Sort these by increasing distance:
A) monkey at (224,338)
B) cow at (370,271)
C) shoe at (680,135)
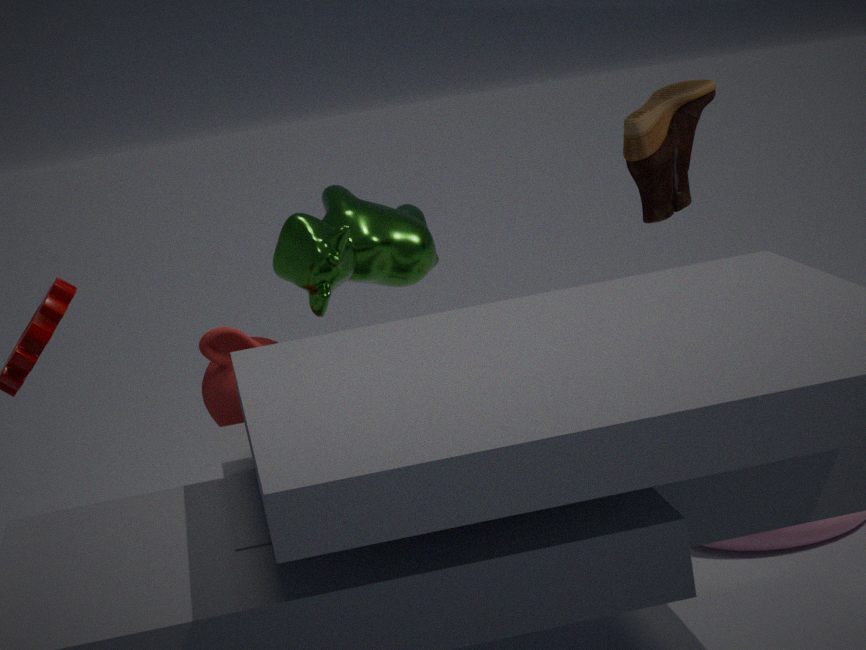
monkey at (224,338) < cow at (370,271) < shoe at (680,135)
